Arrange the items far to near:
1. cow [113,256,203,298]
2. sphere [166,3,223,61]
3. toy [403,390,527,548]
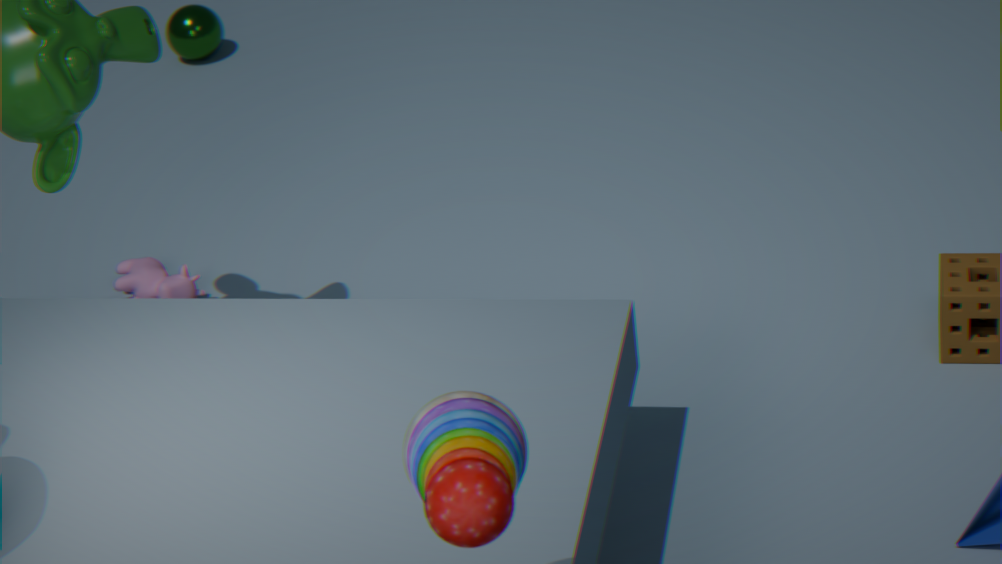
sphere [166,3,223,61] → cow [113,256,203,298] → toy [403,390,527,548]
